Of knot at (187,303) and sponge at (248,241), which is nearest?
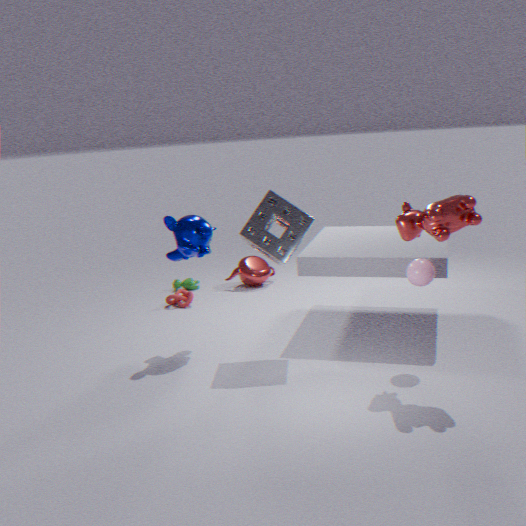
sponge at (248,241)
